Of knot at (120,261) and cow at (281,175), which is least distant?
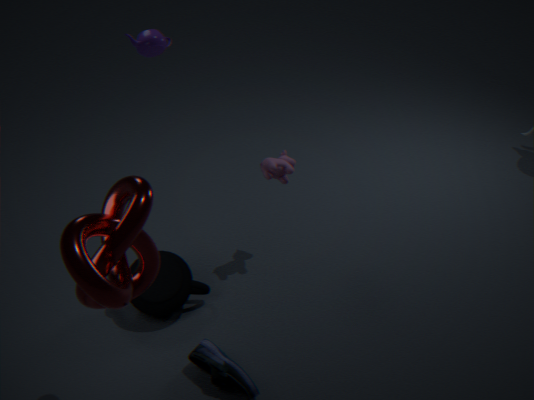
knot at (120,261)
